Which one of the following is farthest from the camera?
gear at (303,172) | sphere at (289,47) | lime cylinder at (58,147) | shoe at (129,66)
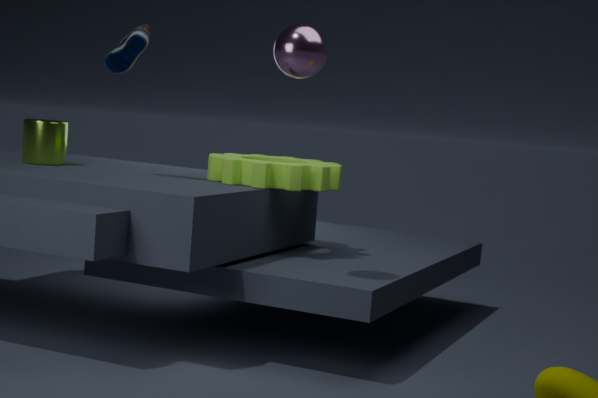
lime cylinder at (58,147)
